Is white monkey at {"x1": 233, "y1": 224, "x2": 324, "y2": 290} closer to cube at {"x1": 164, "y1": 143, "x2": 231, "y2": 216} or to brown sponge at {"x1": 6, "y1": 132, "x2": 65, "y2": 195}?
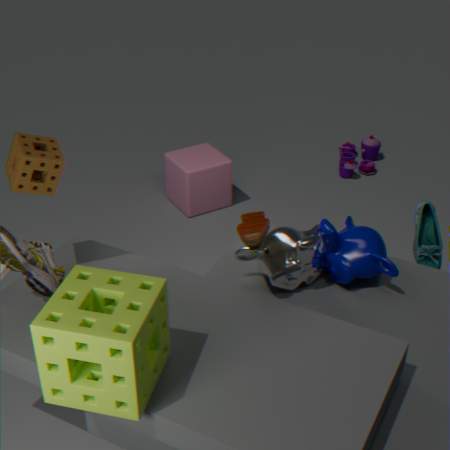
brown sponge at {"x1": 6, "y1": 132, "x2": 65, "y2": 195}
